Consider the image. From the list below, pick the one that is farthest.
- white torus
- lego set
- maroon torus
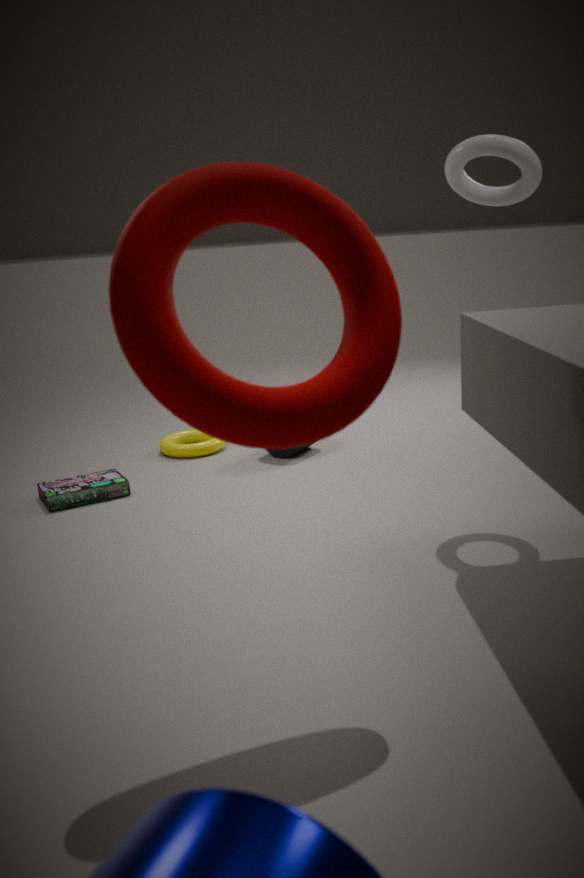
lego set
